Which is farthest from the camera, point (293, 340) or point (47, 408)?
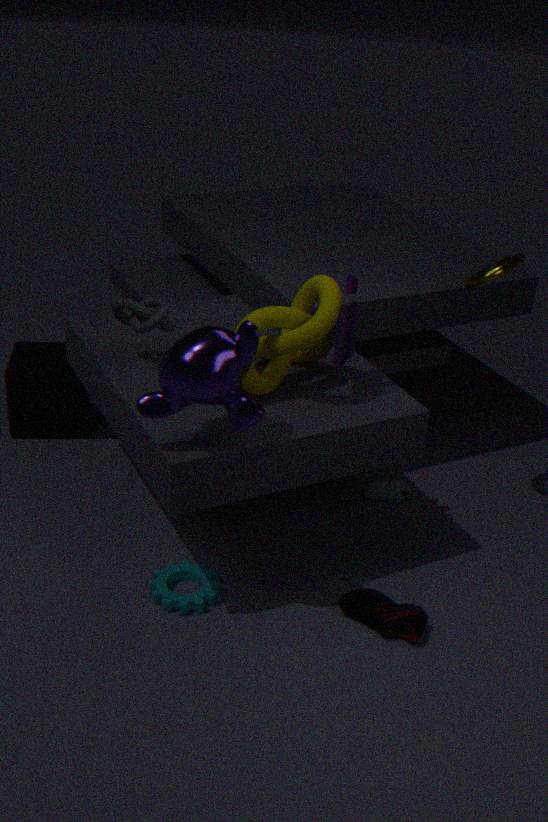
point (47, 408)
